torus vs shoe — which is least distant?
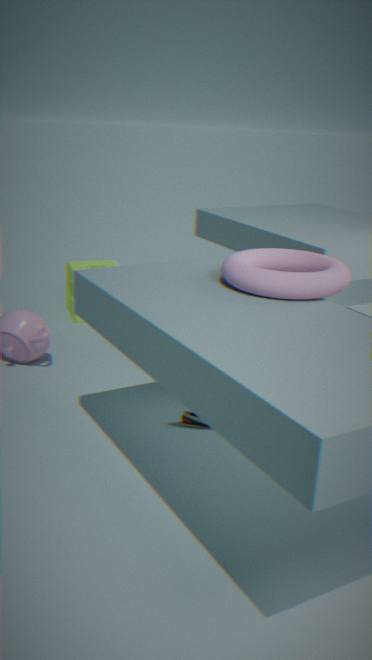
torus
